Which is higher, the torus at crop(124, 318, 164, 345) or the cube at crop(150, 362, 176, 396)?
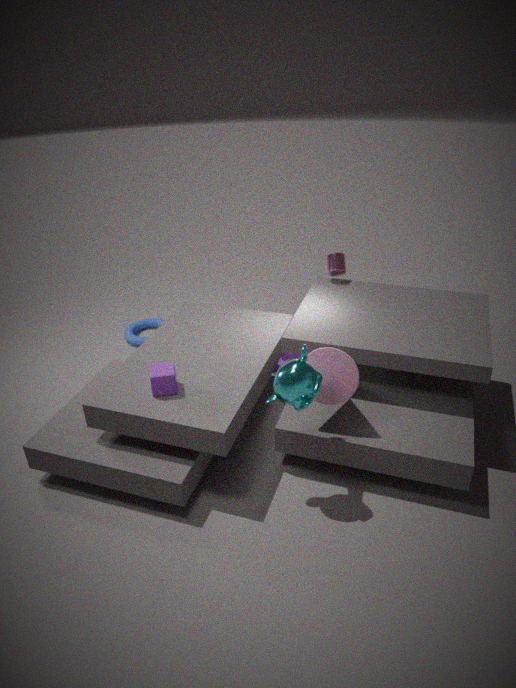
the cube at crop(150, 362, 176, 396)
